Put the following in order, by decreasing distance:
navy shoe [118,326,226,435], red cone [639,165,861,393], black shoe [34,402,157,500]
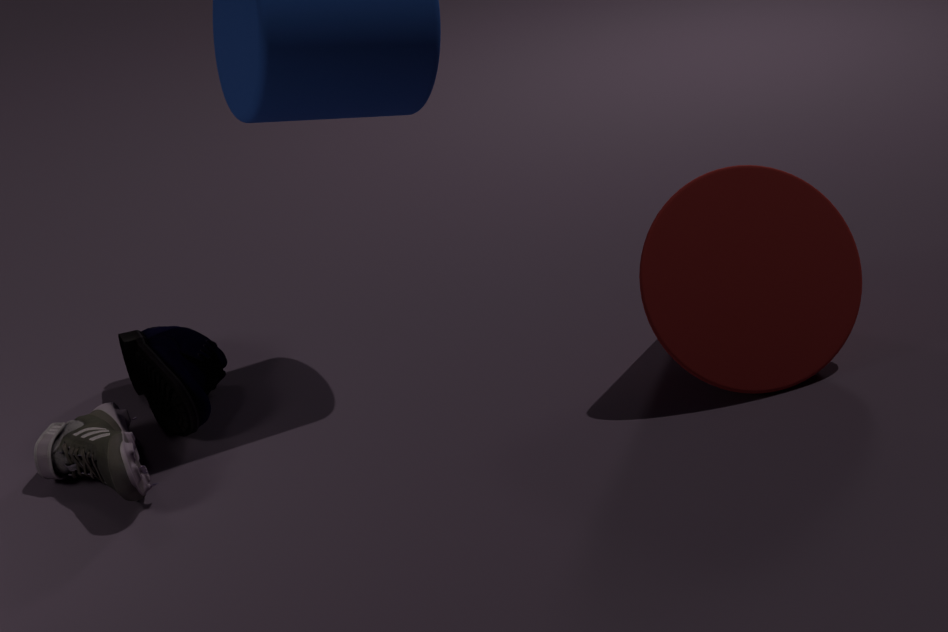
navy shoe [118,326,226,435]
red cone [639,165,861,393]
black shoe [34,402,157,500]
